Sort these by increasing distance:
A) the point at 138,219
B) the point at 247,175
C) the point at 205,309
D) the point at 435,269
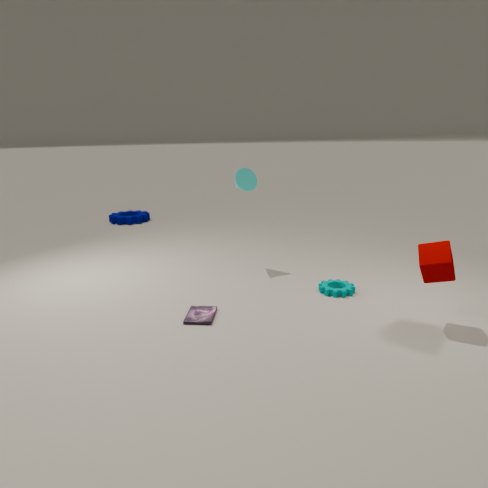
the point at 435,269
the point at 205,309
the point at 247,175
the point at 138,219
